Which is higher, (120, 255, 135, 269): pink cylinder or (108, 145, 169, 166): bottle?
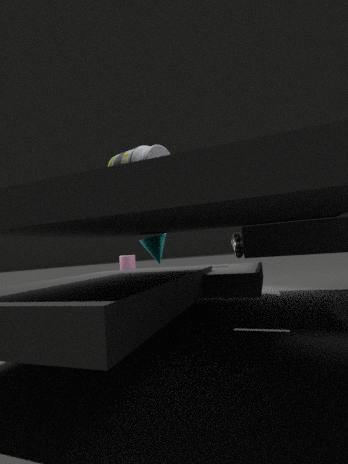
(108, 145, 169, 166): bottle
